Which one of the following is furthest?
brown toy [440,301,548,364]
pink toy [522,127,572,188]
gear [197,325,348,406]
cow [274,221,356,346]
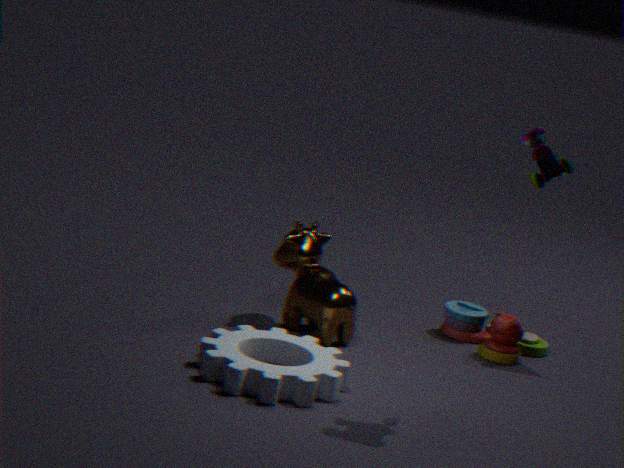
brown toy [440,301,548,364]
